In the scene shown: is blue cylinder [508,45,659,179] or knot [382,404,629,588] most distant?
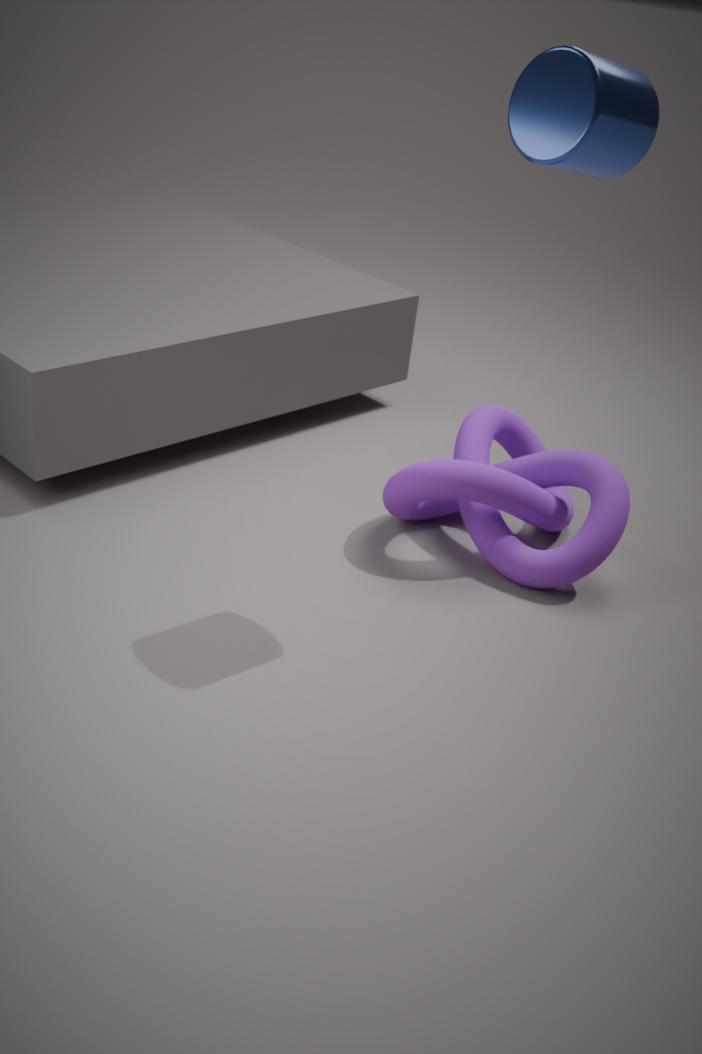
knot [382,404,629,588]
